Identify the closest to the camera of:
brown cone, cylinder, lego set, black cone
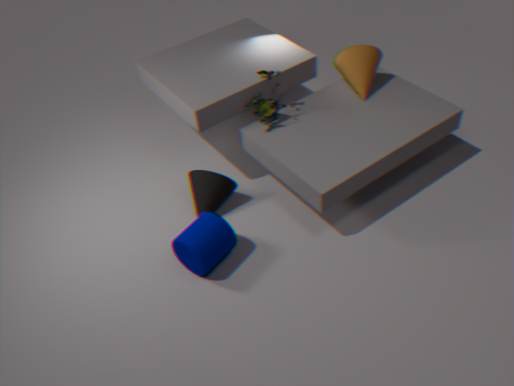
cylinder
